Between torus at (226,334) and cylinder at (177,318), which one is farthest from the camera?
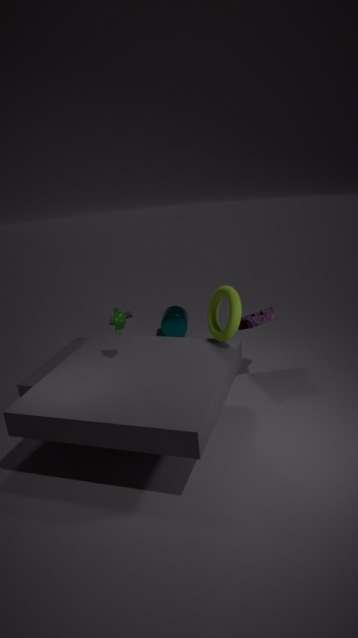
cylinder at (177,318)
